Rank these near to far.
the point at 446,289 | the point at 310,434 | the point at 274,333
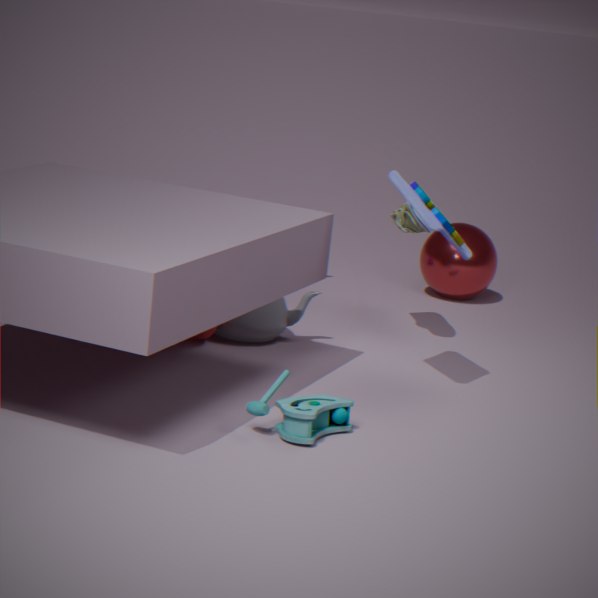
the point at 310,434 → the point at 274,333 → the point at 446,289
